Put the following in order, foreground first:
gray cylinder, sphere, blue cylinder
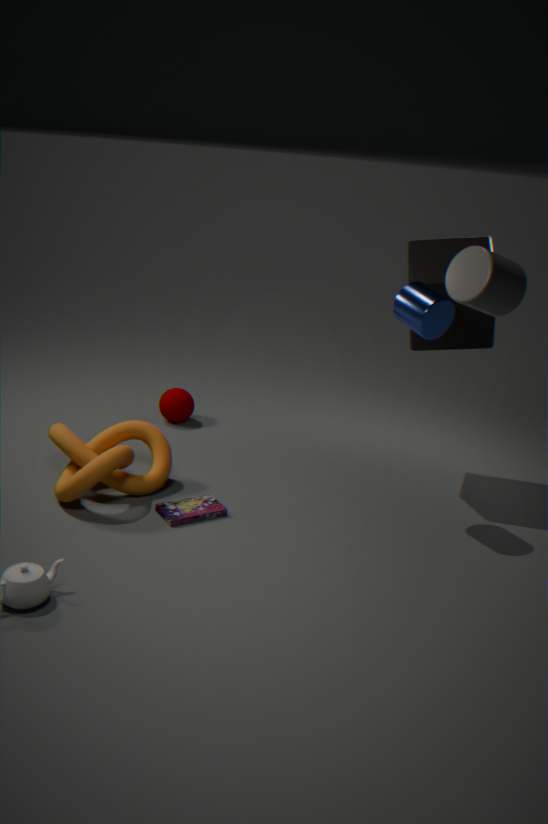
gray cylinder < blue cylinder < sphere
